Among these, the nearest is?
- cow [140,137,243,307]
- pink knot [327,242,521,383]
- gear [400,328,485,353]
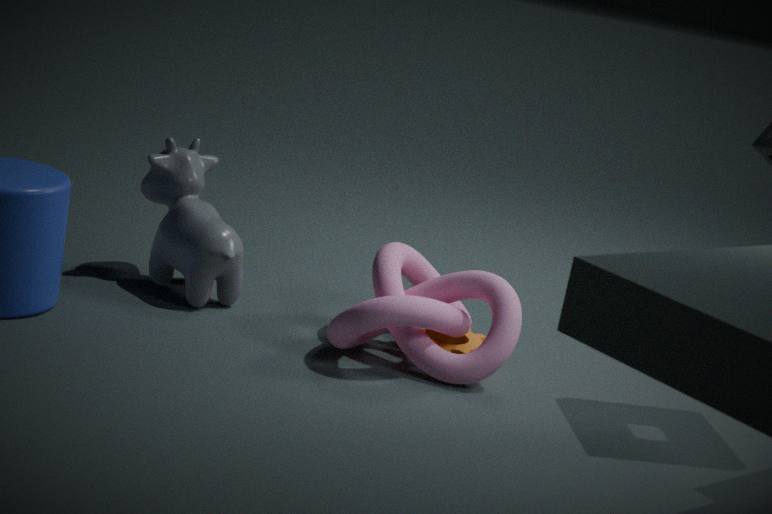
pink knot [327,242,521,383]
